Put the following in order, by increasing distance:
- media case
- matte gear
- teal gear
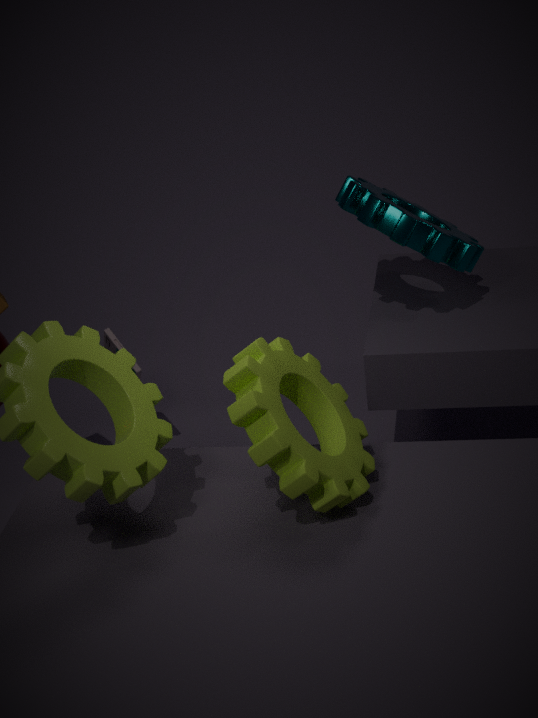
matte gear → teal gear → media case
